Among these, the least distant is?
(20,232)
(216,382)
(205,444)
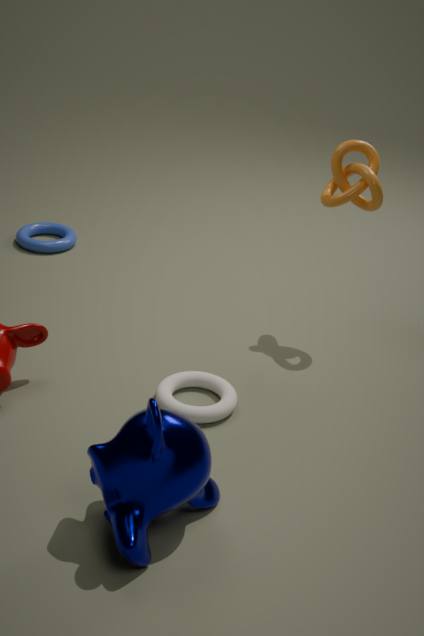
(205,444)
